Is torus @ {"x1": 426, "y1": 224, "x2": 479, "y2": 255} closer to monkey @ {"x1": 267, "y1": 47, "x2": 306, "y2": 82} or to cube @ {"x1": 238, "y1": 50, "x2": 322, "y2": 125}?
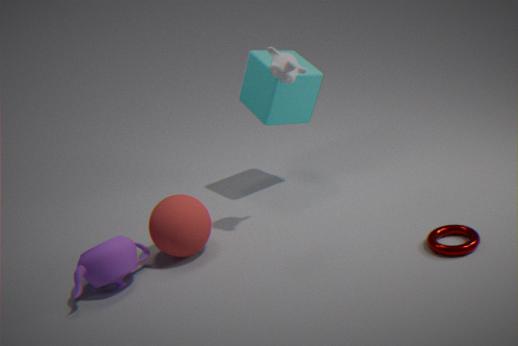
monkey @ {"x1": 267, "y1": 47, "x2": 306, "y2": 82}
